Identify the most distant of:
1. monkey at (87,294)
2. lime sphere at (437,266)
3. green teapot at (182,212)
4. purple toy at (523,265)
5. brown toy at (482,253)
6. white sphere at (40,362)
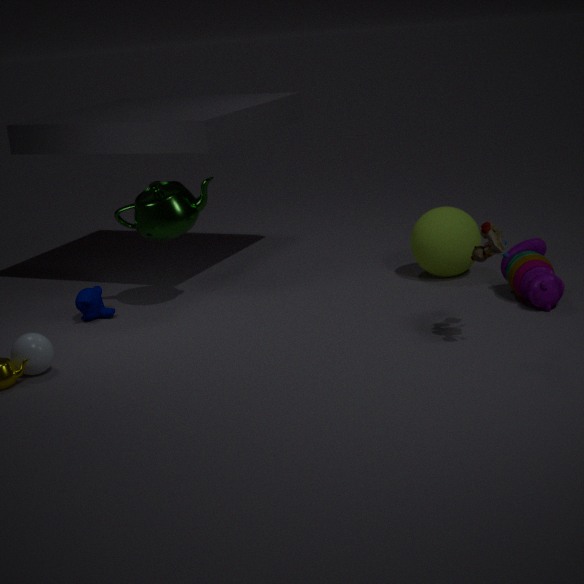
lime sphere at (437,266)
